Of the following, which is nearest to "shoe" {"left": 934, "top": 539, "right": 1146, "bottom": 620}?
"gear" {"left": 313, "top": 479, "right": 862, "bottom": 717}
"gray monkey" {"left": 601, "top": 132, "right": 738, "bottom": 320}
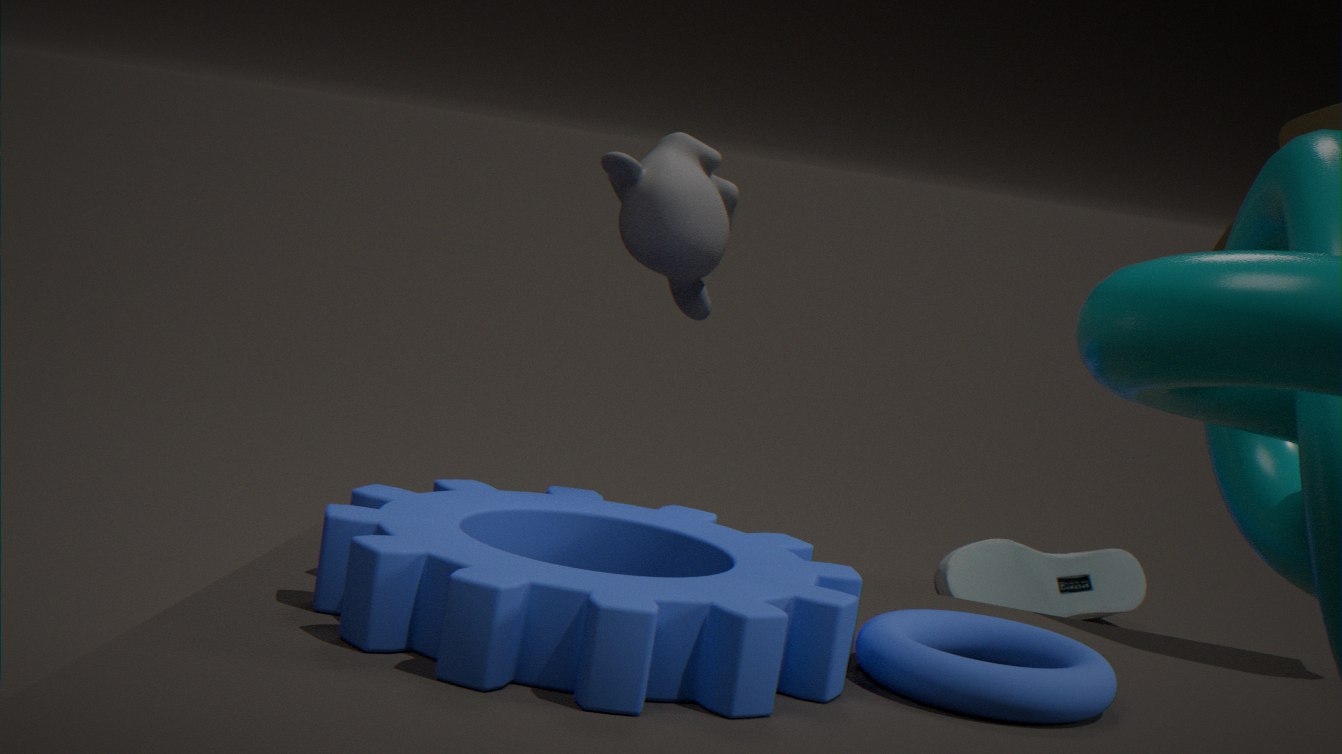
"gray monkey" {"left": 601, "top": 132, "right": 738, "bottom": 320}
